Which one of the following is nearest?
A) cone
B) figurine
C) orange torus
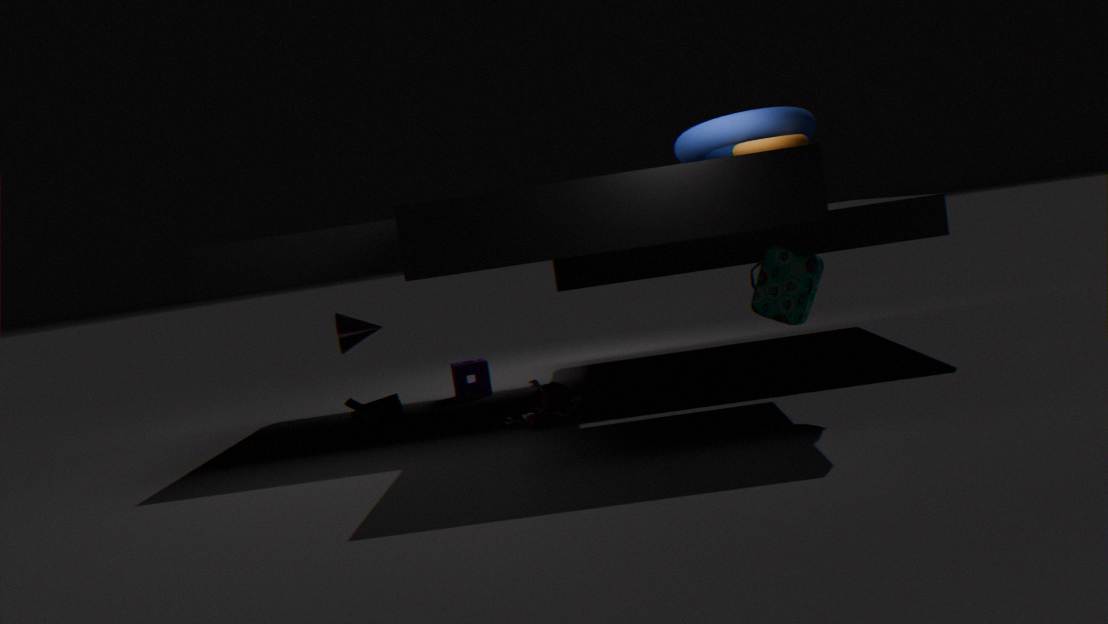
C. orange torus
